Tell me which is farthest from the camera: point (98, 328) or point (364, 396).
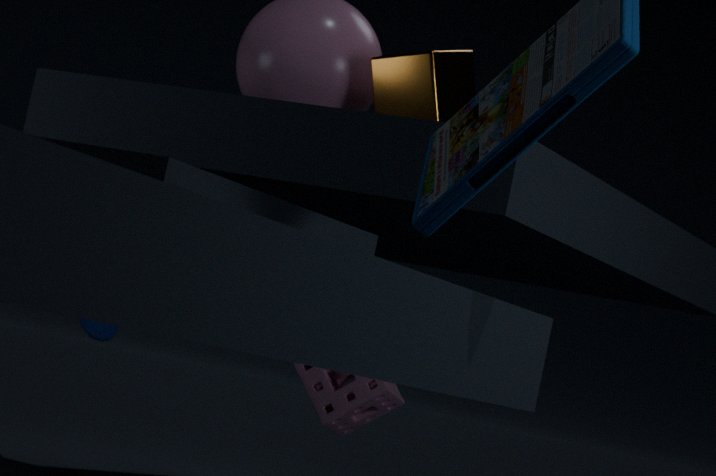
point (98, 328)
